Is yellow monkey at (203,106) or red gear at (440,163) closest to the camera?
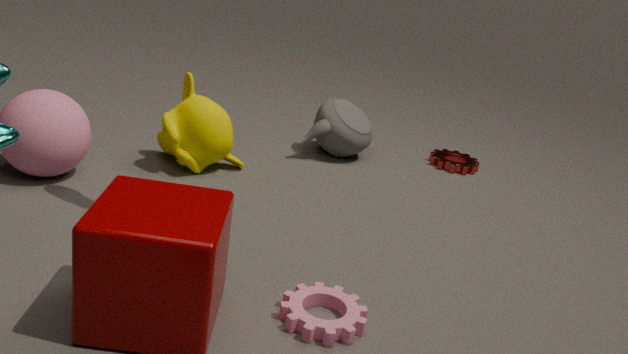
yellow monkey at (203,106)
